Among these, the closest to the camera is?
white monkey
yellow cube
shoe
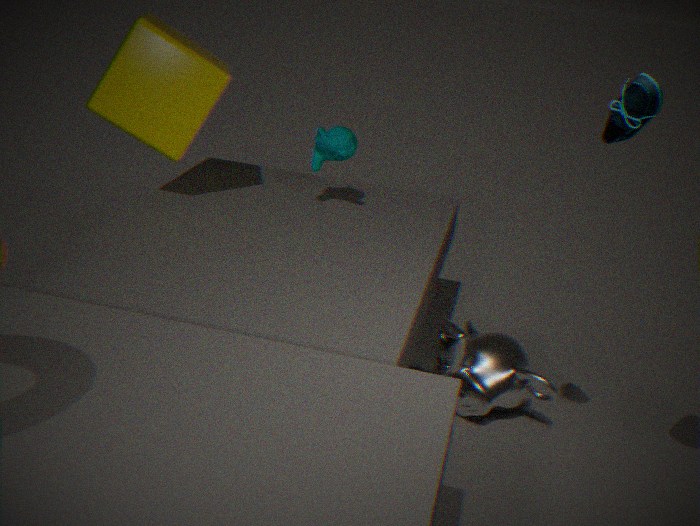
shoe
